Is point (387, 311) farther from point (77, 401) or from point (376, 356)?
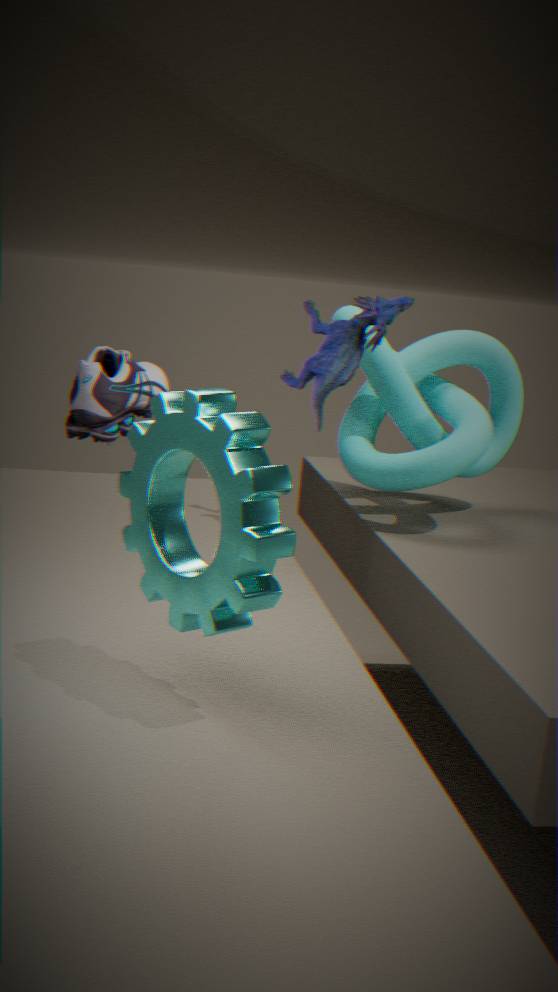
point (77, 401)
